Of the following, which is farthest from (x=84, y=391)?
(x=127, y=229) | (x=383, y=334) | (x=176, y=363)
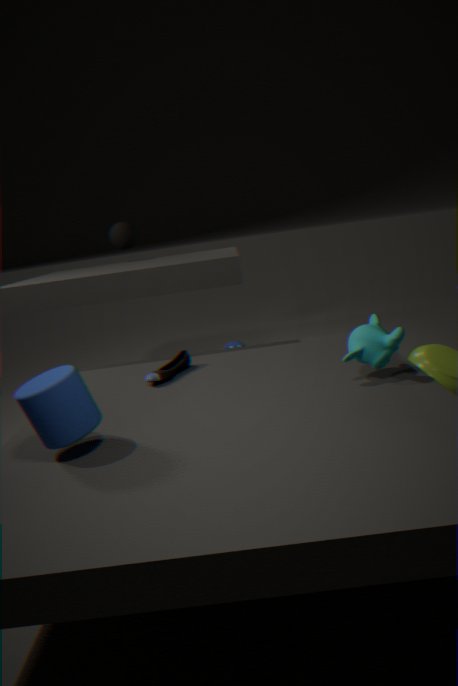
(x=127, y=229)
